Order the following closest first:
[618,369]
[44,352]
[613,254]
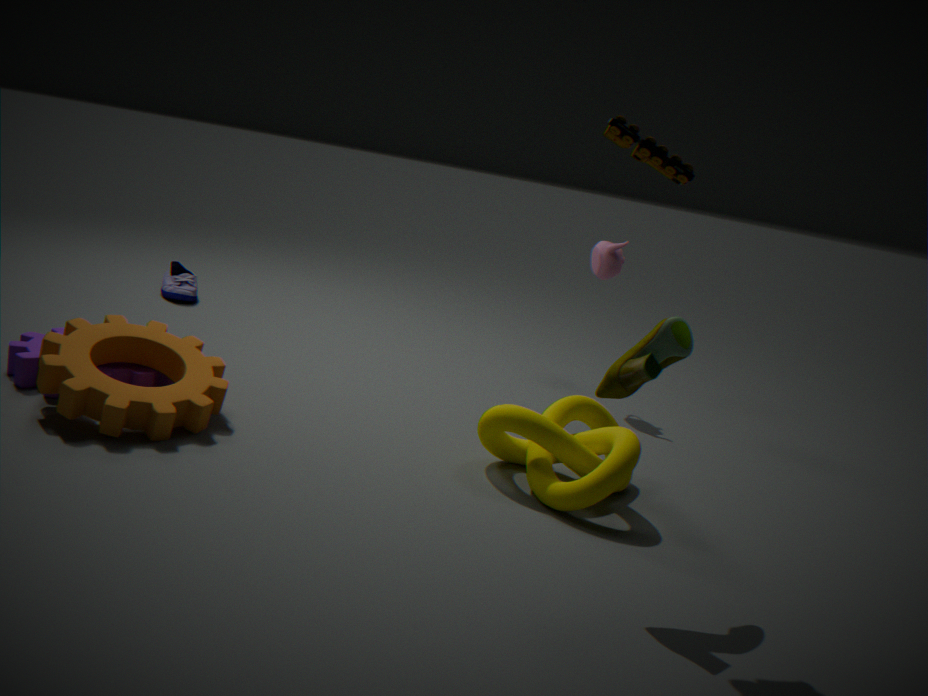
[618,369] < [44,352] < [613,254]
